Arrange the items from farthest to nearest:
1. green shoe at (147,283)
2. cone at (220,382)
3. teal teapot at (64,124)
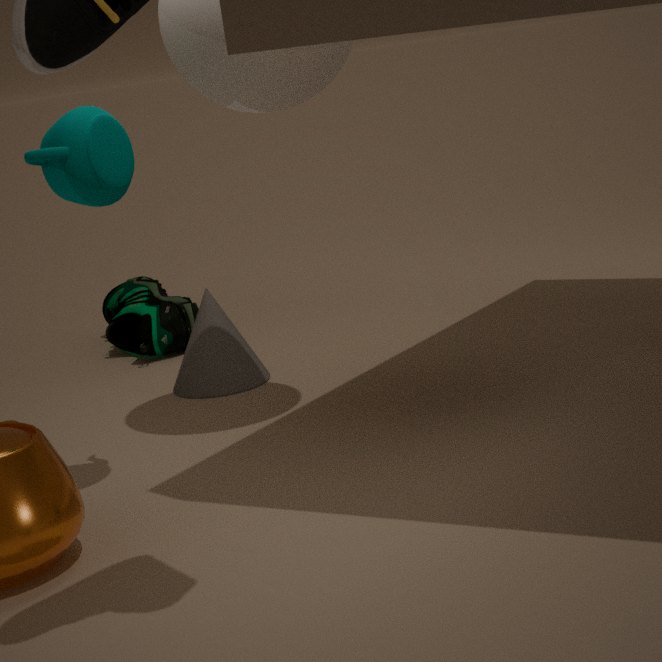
1. green shoe at (147,283)
2. cone at (220,382)
3. teal teapot at (64,124)
